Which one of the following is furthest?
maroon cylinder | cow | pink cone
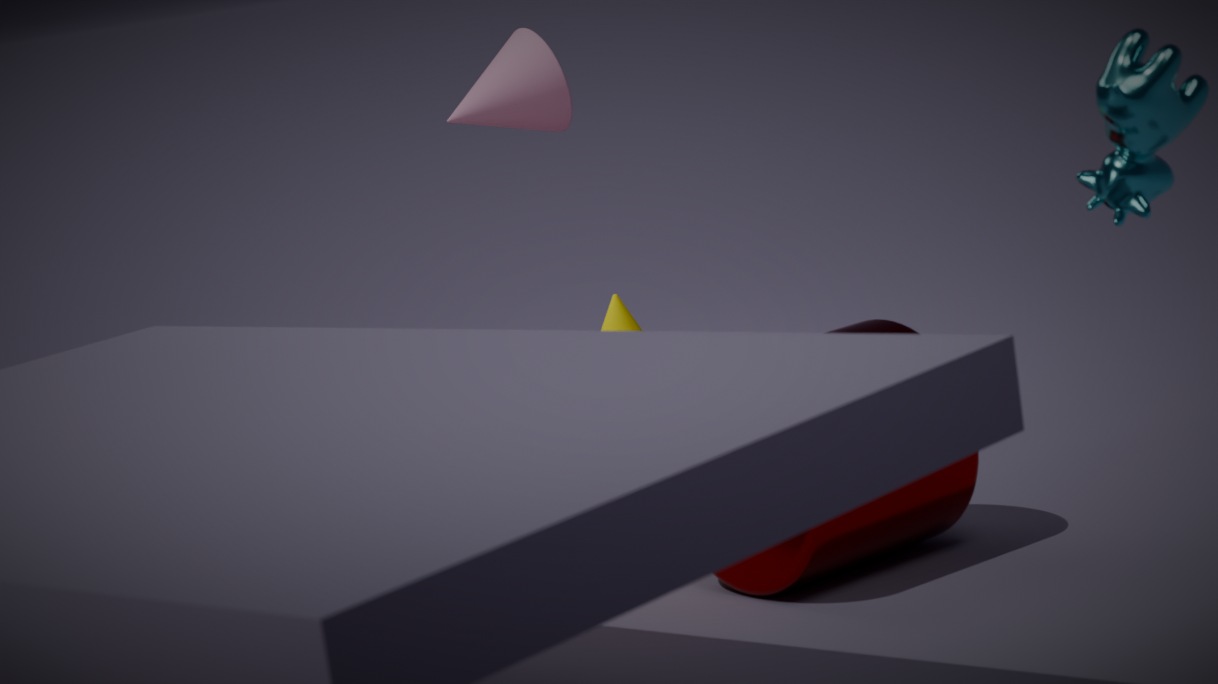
pink cone
